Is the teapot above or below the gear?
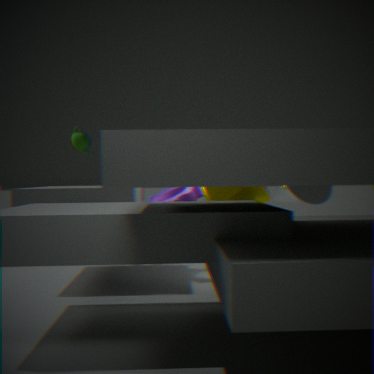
above
